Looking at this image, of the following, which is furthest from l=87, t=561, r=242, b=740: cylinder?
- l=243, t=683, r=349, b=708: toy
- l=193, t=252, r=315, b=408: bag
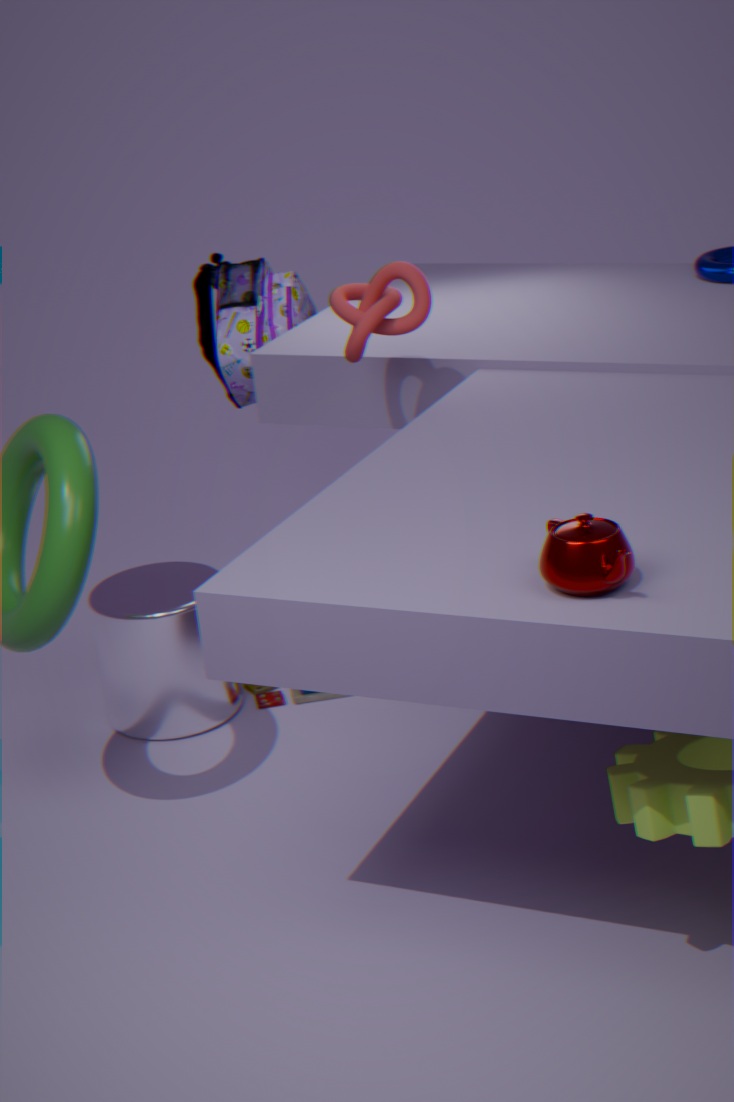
l=193, t=252, r=315, b=408: bag
